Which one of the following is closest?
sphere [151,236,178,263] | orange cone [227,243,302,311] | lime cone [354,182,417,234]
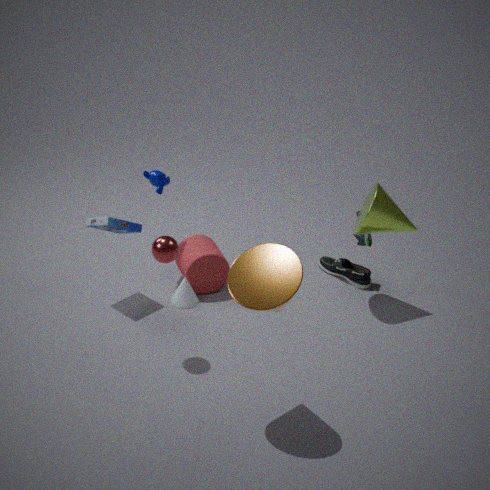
orange cone [227,243,302,311]
